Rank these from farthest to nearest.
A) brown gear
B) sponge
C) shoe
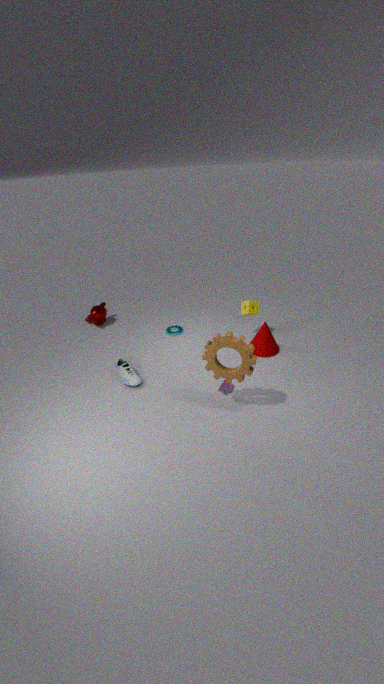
sponge → shoe → brown gear
